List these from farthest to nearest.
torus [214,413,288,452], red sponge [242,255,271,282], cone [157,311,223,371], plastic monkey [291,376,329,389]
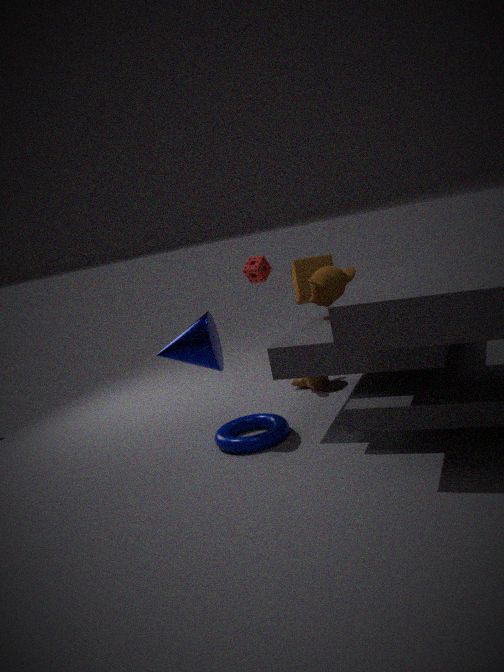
red sponge [242,255,271,282] → plastic monkey [291,376,329,389] → torus [214,413,288,452] → cone [157,311,223,371]
